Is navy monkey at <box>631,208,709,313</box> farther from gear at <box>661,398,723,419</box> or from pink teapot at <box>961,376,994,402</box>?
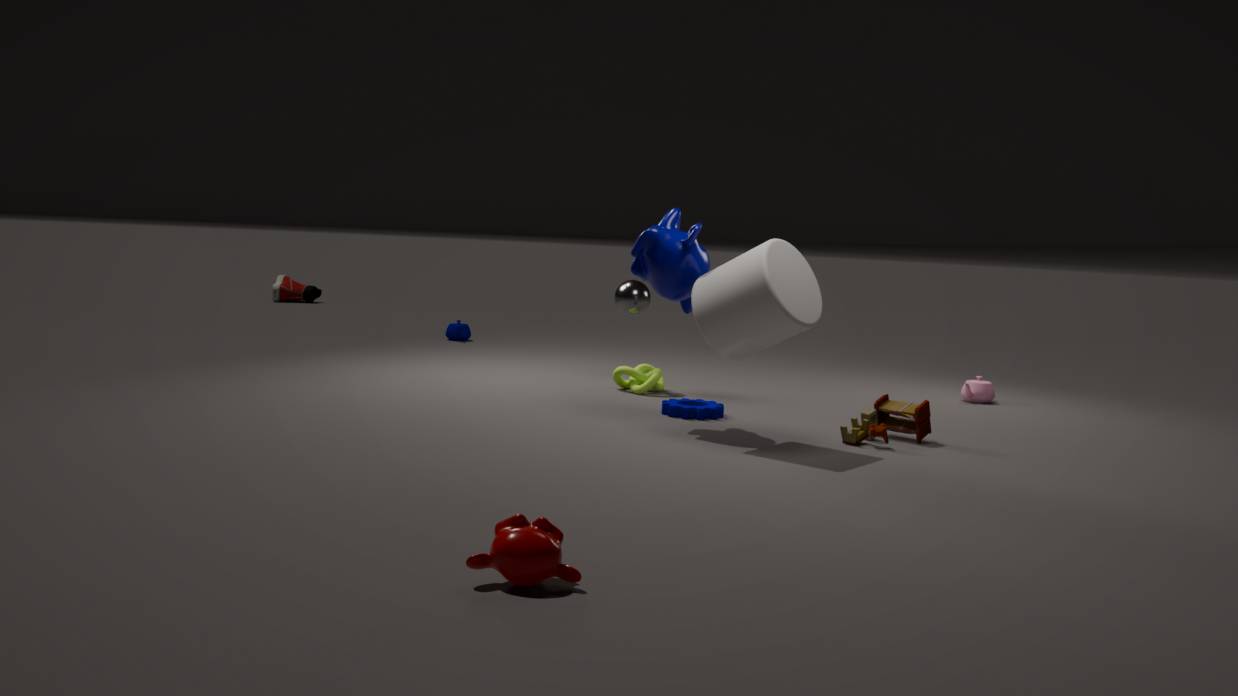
pink teapot at <box>961,376,994,402</box>
